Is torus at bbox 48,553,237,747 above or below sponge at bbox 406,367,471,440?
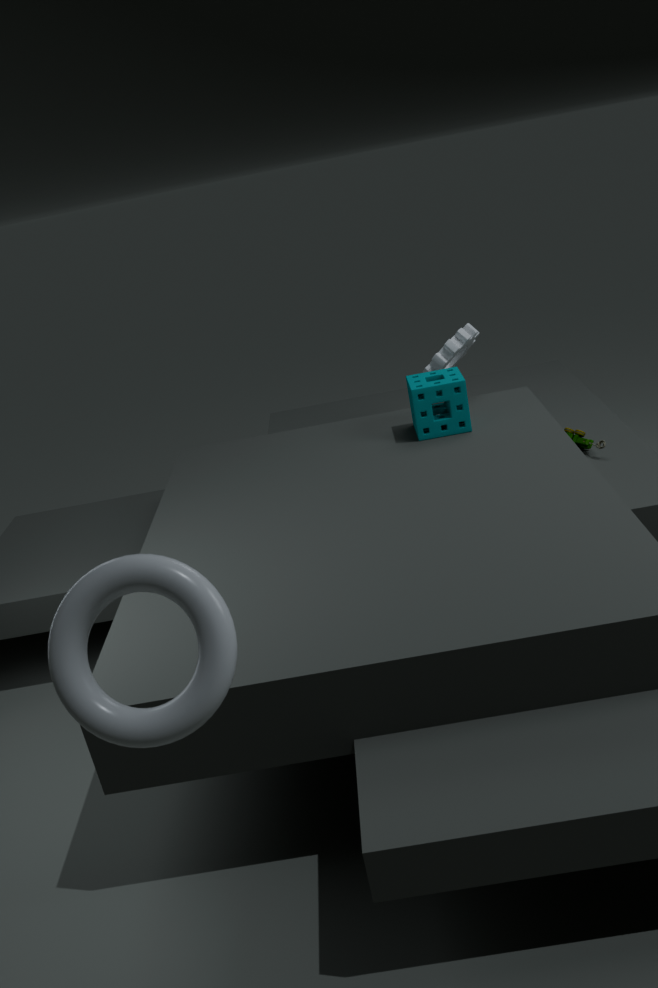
above
